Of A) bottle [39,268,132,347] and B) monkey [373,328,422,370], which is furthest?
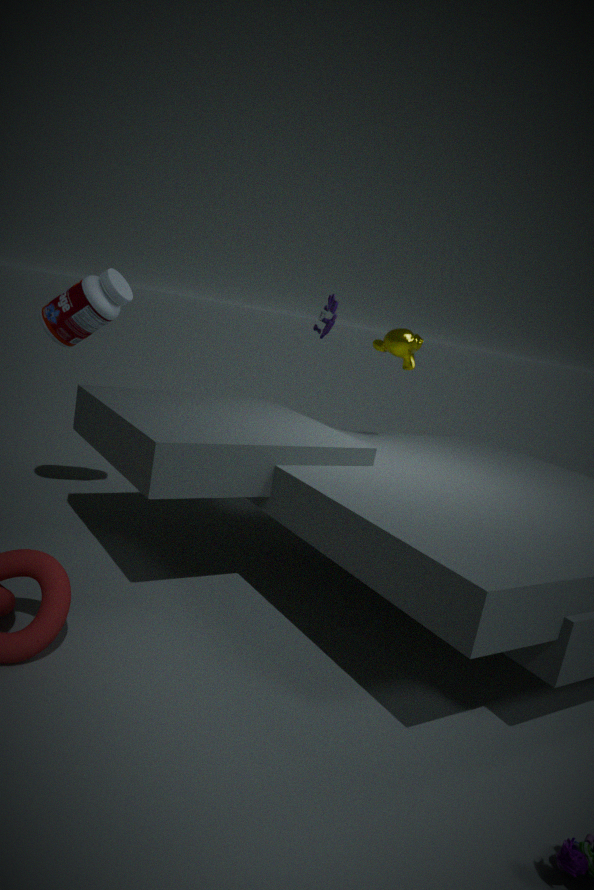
B. monkey [373,328,422,370]
